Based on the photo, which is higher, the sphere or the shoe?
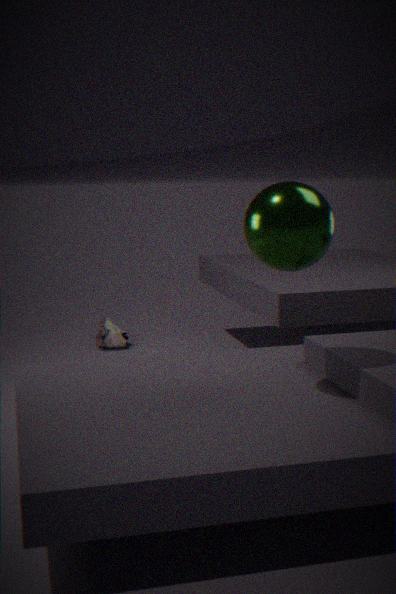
the sphere
